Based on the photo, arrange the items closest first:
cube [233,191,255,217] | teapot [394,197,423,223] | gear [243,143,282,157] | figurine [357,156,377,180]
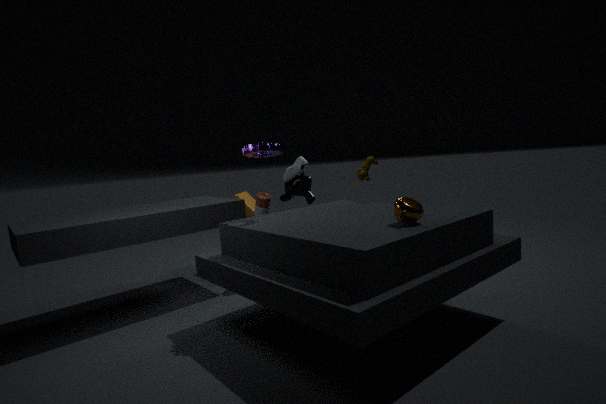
teapot [394,197,423,223]
gear [243,143,282,157]
figurine [357,156,377,180]
cube [233,191,255,217]
